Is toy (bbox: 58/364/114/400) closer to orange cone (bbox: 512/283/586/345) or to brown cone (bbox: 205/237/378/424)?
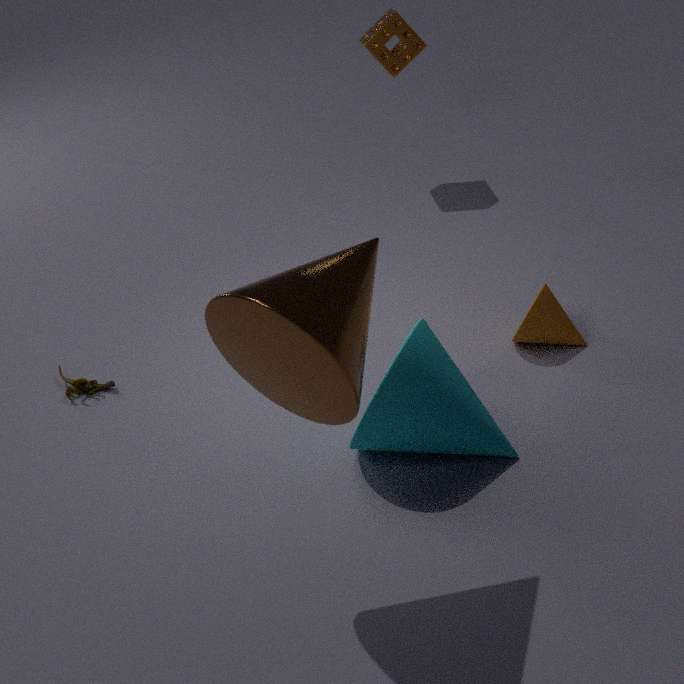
brown cone (bbox: 205/237/378/424)
